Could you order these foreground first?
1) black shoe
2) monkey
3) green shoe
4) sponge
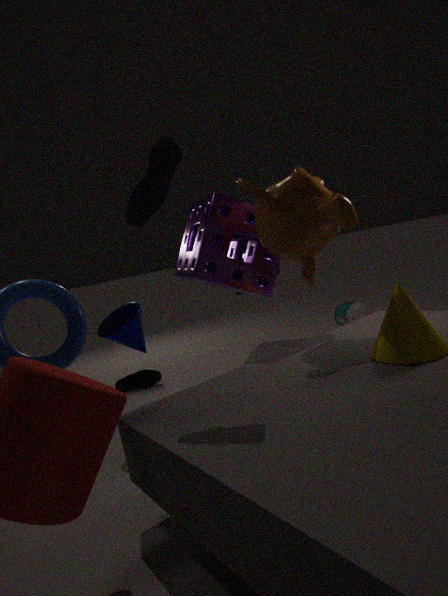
1. black shoe < 2. monkey < 4. sponge < 3. green shoe
